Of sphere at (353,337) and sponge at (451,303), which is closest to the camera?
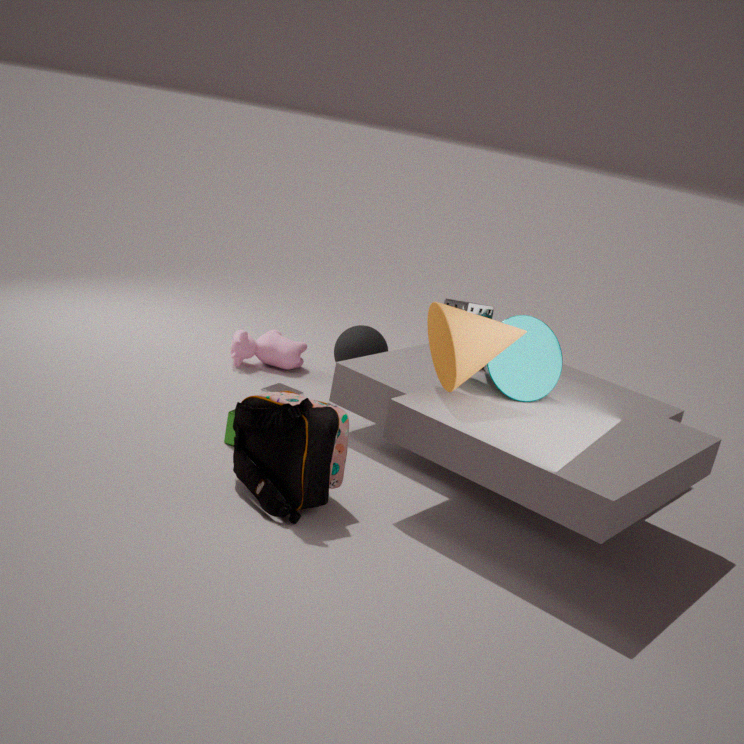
sponge at (451,303)
